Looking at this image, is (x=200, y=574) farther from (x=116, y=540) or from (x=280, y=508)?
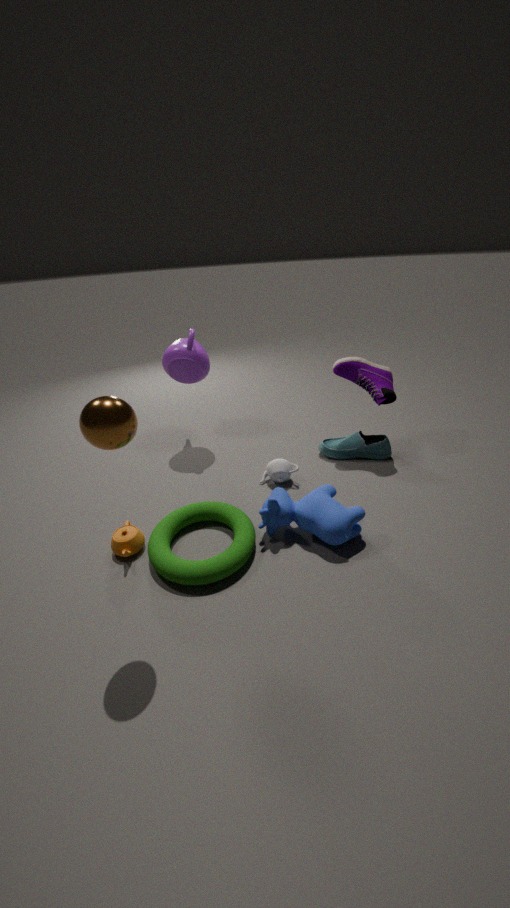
(x=280, y=508)
